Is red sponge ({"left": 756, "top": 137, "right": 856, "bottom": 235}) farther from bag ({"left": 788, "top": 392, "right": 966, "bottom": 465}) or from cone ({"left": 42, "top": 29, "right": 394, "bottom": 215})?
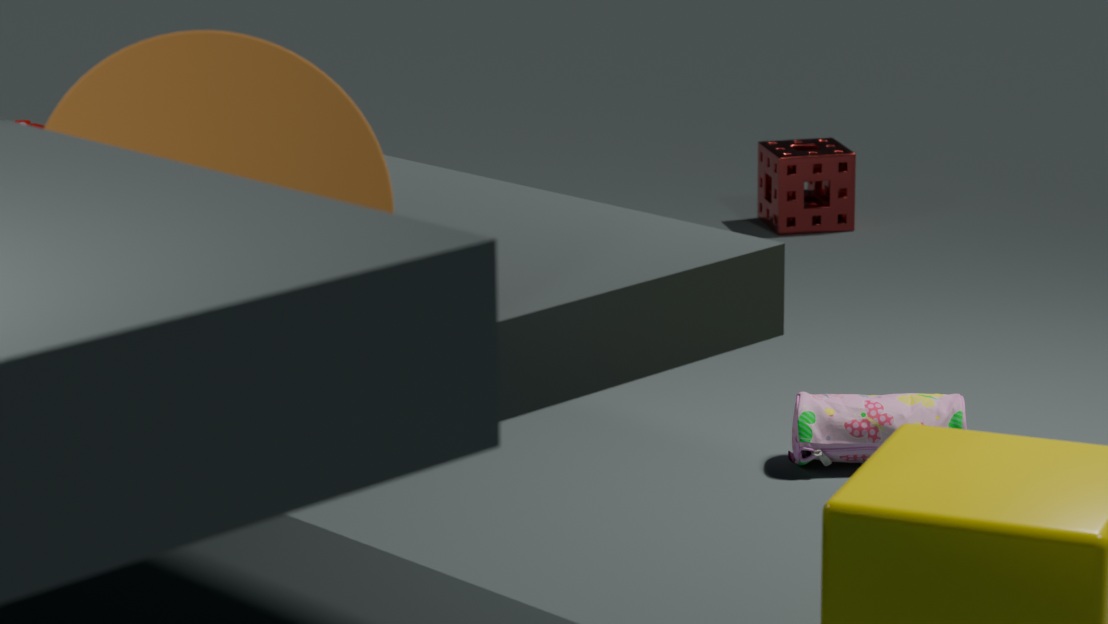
cone ({"left": 42, "top": 29, "right": 394, "bottom": 215})
